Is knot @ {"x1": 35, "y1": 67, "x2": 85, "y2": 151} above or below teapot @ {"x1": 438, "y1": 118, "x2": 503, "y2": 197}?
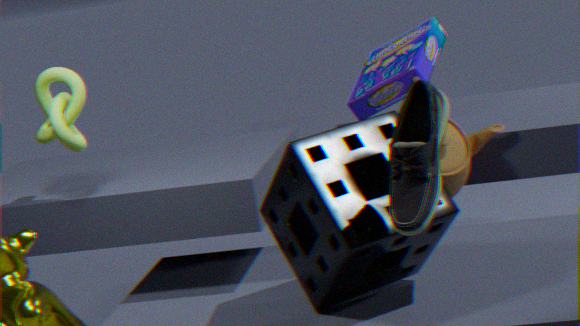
above
